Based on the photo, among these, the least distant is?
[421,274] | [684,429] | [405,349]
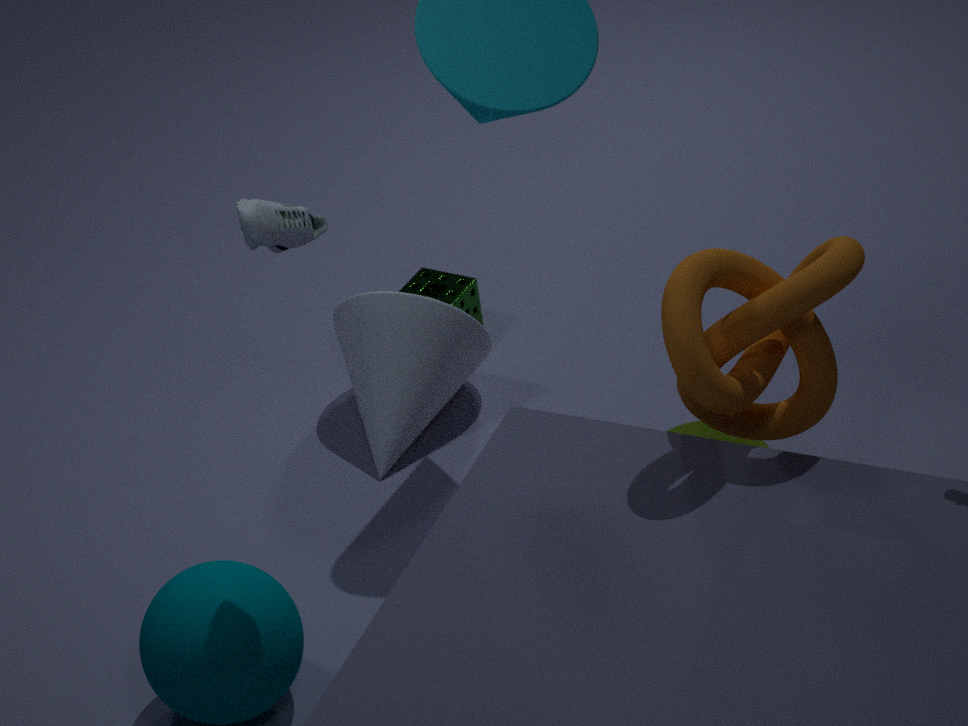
[684,429]
